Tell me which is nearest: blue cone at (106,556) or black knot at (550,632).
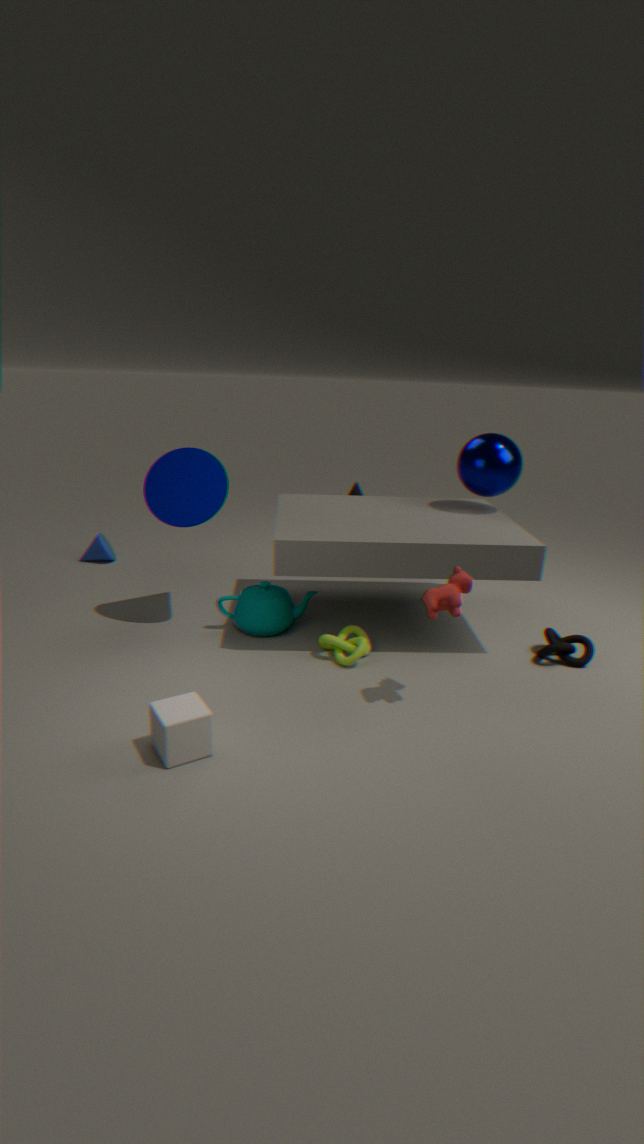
black knot at (550,632)
